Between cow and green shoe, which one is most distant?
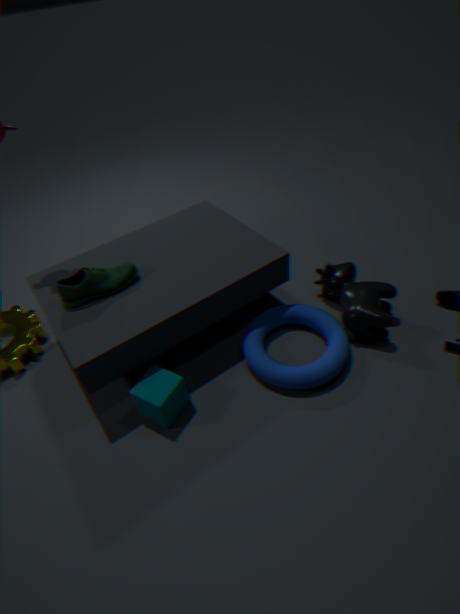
cow
